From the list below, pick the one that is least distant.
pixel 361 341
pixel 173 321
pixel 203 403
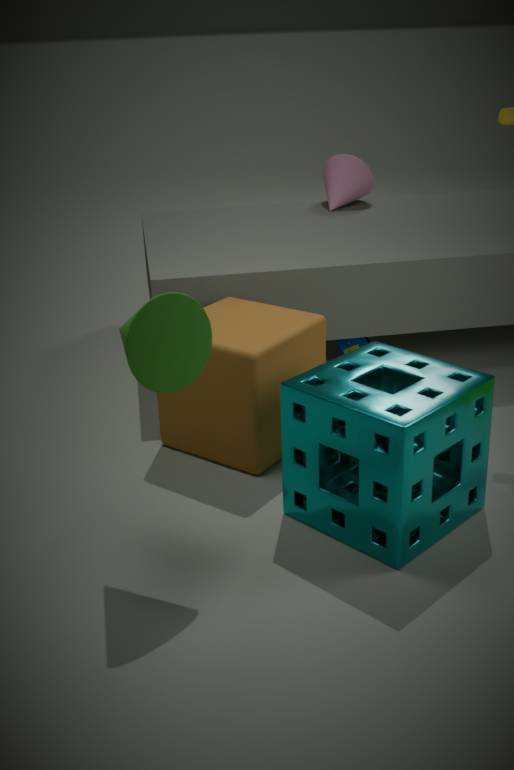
pixel 173 321
